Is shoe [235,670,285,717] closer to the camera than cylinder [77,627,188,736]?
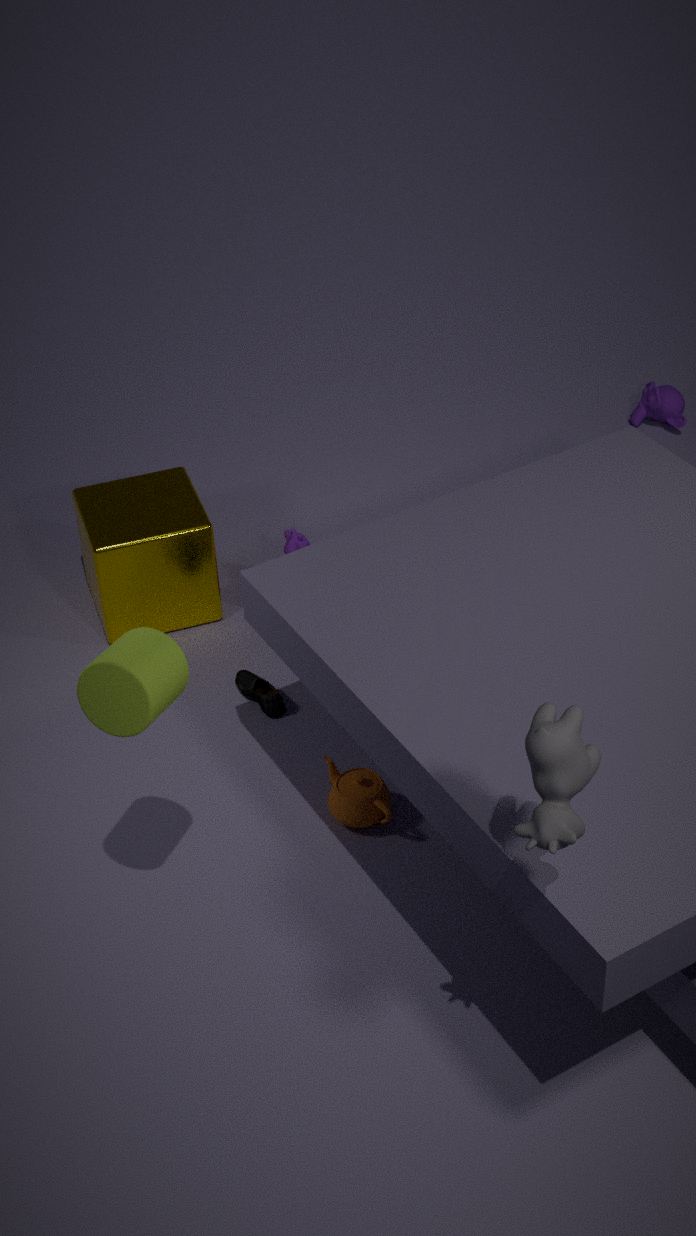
No
